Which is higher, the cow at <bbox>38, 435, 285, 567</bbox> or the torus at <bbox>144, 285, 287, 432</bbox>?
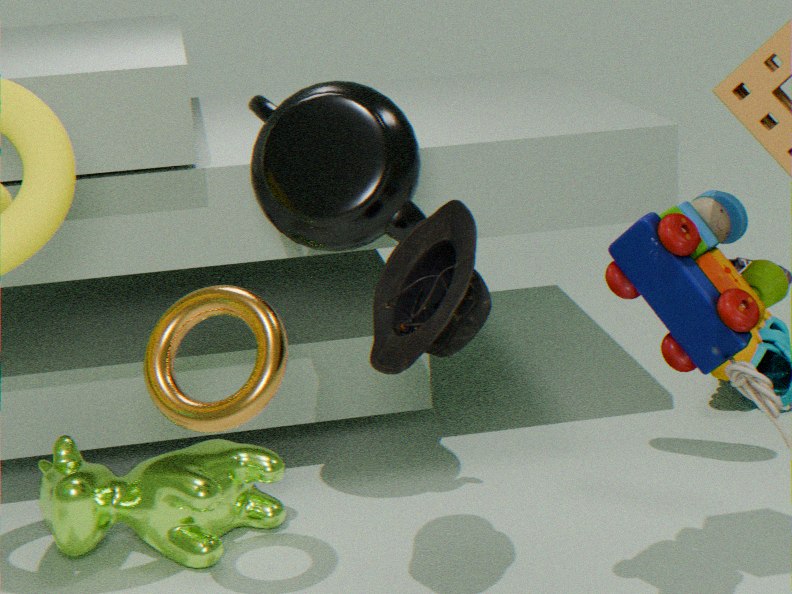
the torus at <bbox>144, 285, 287, 432</bbox>
